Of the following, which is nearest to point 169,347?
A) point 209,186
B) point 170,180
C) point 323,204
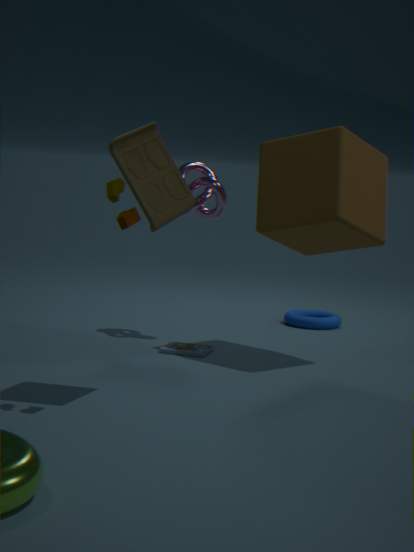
point 209,186
